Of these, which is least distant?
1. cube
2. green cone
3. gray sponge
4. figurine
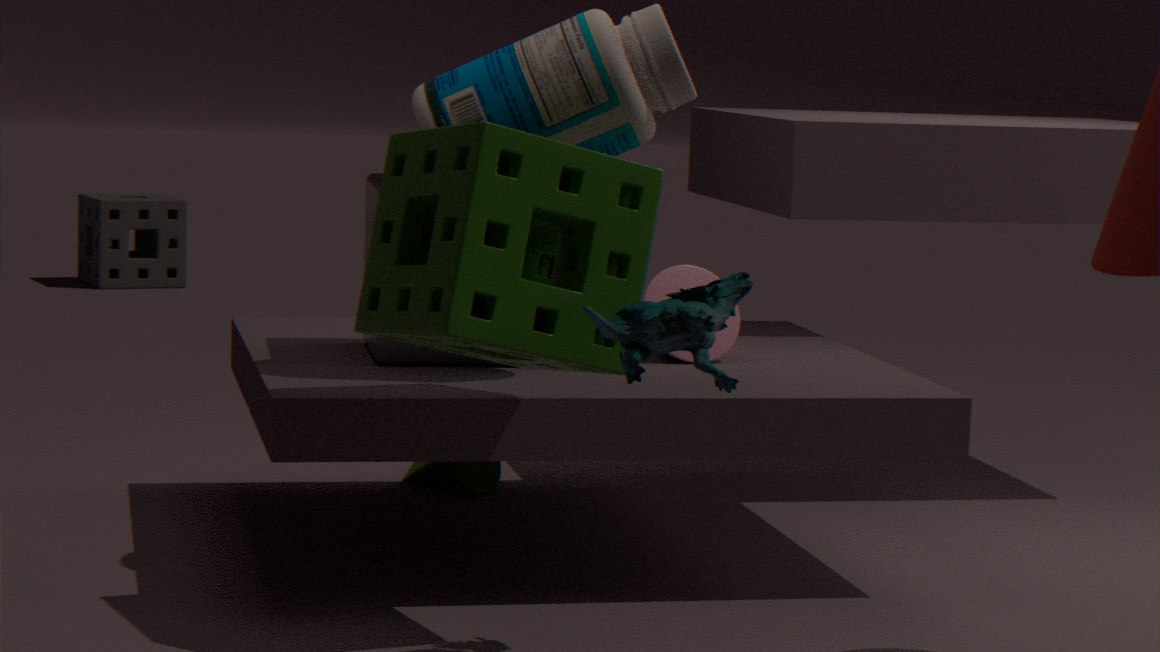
figurine
